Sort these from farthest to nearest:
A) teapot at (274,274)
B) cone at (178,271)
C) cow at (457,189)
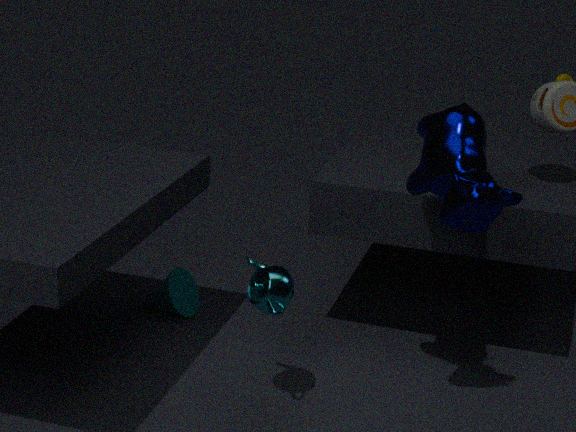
cone at (178,271) → teapot at (274,274) → cow at (457,189)
